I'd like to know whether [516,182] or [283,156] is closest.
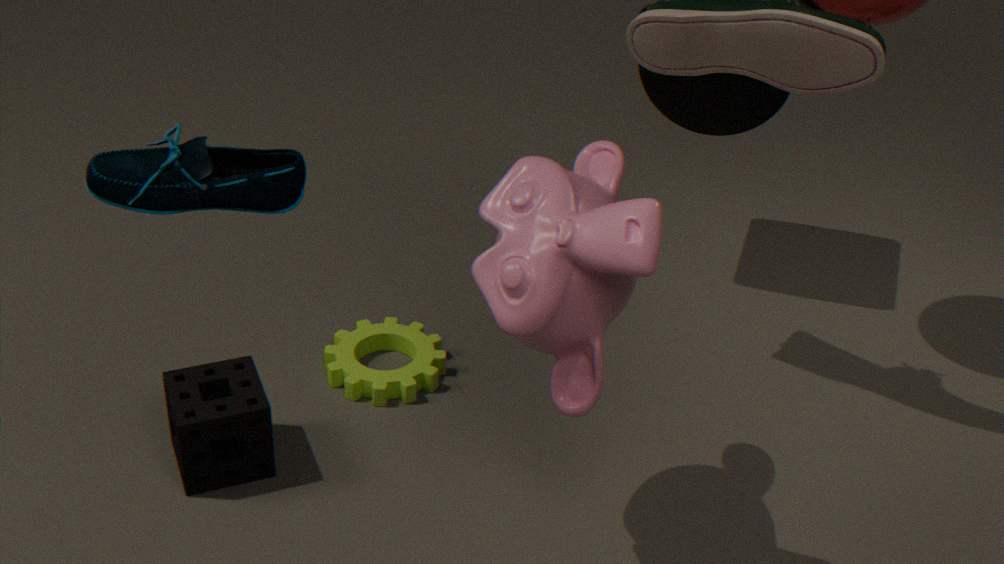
[283,156]
